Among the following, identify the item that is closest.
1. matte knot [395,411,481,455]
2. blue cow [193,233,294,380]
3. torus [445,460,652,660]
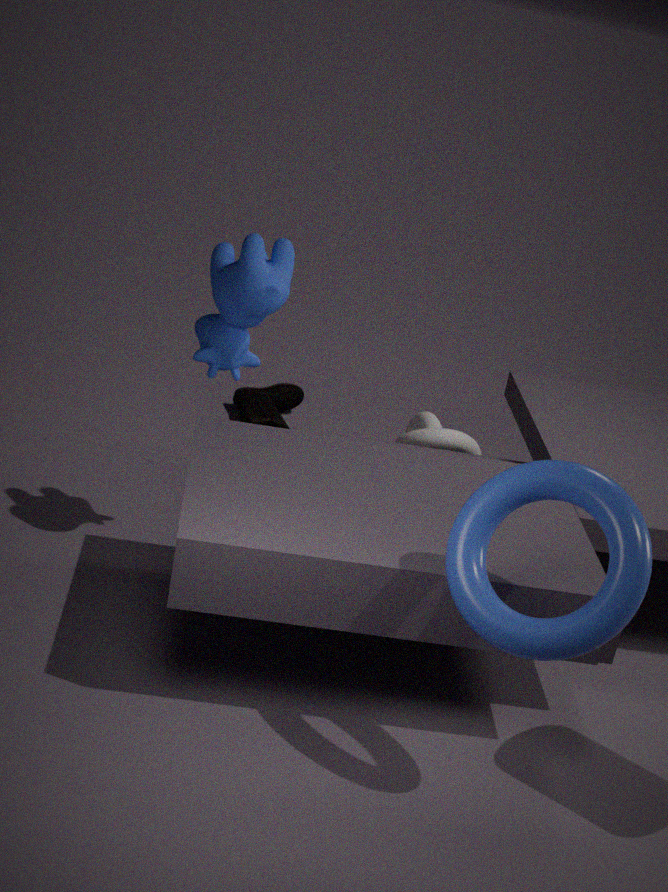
torus [445,460,652,660]
